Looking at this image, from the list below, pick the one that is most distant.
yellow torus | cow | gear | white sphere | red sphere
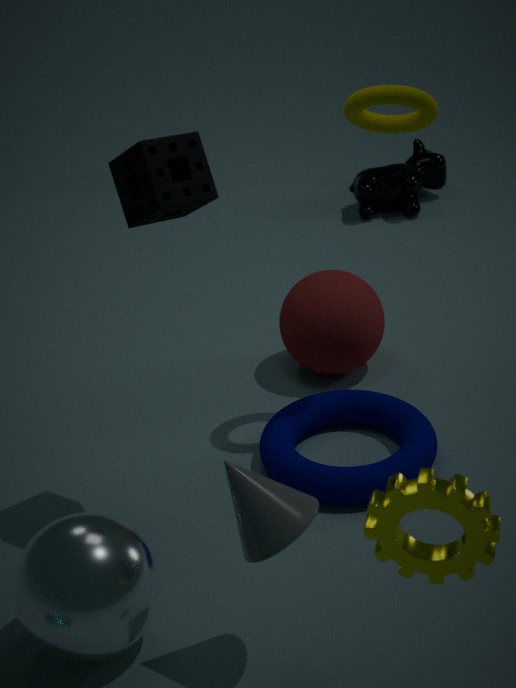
cow
